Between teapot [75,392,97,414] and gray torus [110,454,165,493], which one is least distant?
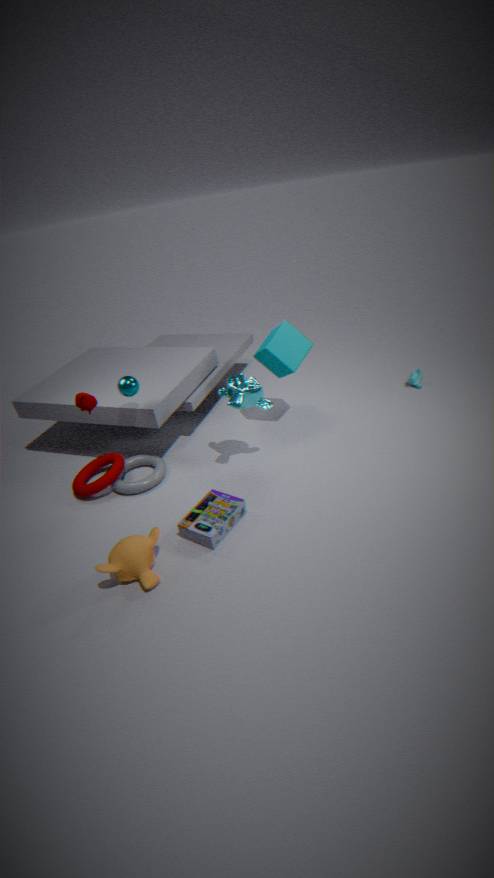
teapot [75,392,97,414]
